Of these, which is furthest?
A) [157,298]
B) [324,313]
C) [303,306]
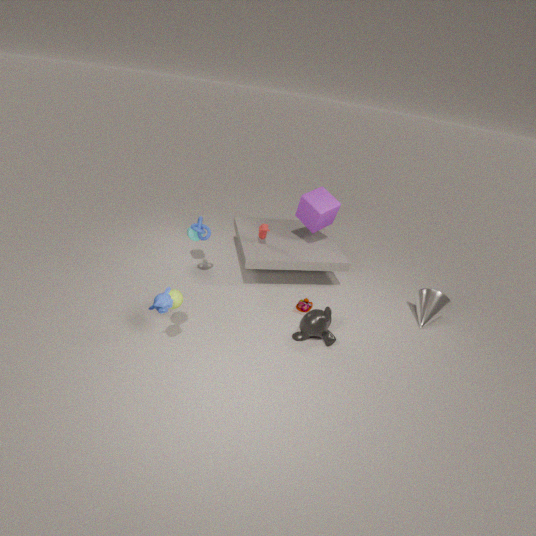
[303,306]
